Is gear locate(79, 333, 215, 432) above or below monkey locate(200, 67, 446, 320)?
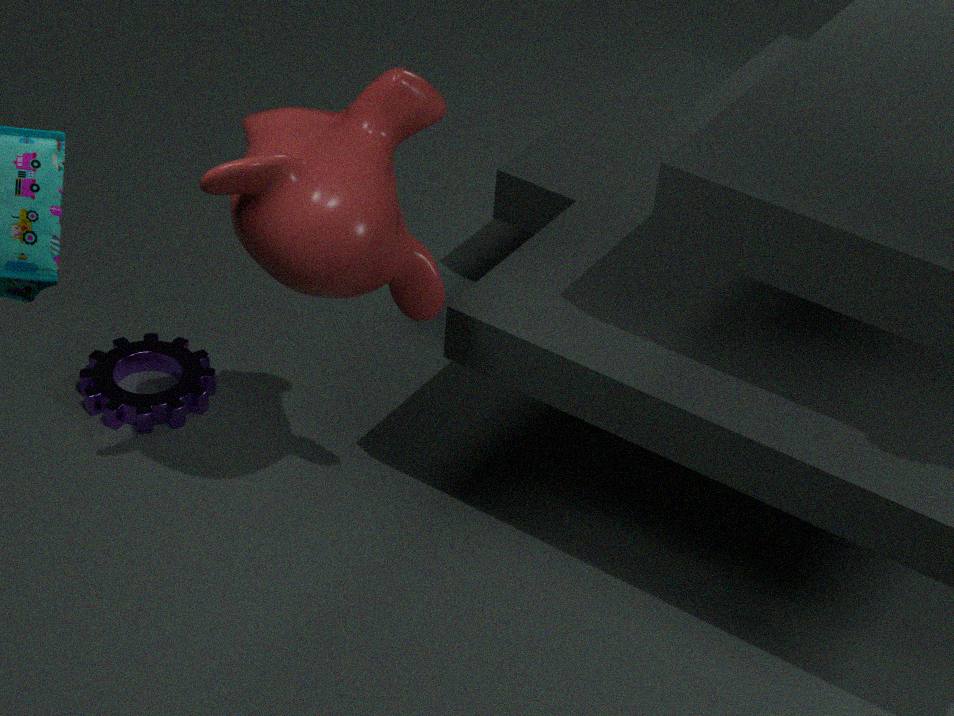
below
